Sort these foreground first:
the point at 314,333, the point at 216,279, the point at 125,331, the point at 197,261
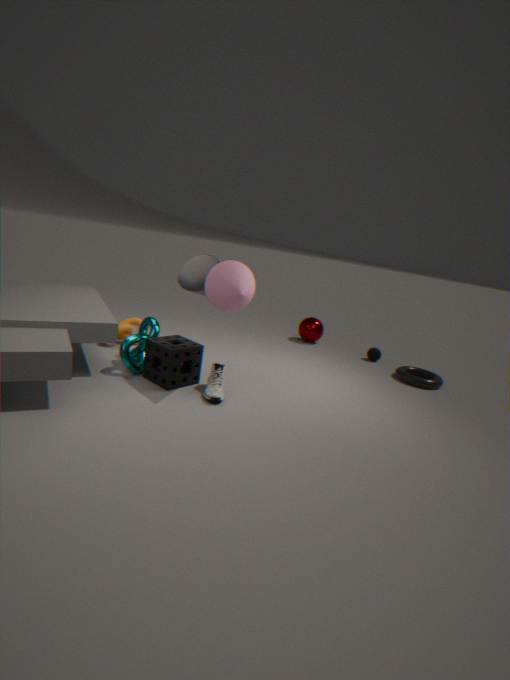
the point at 216,279 → the point at 197,261 → the point at 125,331 → the point at 314,333
